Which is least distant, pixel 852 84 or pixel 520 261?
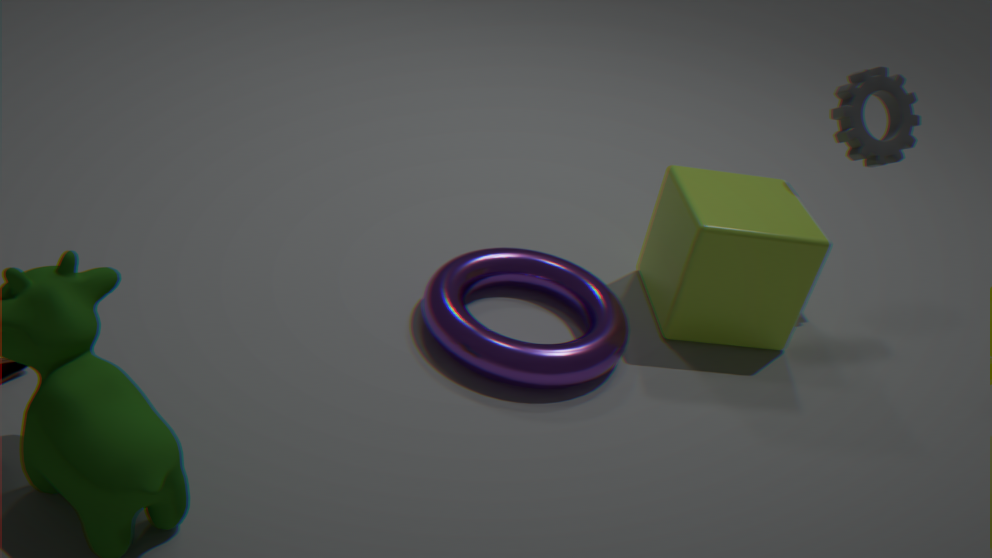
pixel 852 84
